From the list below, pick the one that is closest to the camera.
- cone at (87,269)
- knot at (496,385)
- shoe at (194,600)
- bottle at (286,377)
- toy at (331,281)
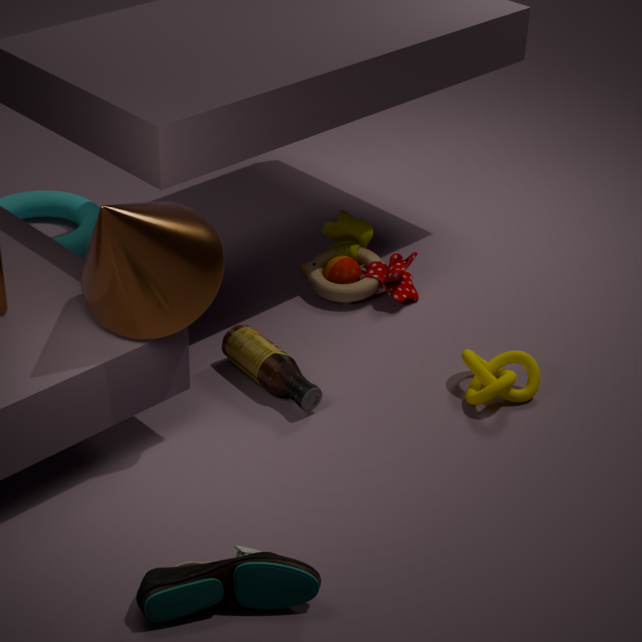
shoe at (194,600)
